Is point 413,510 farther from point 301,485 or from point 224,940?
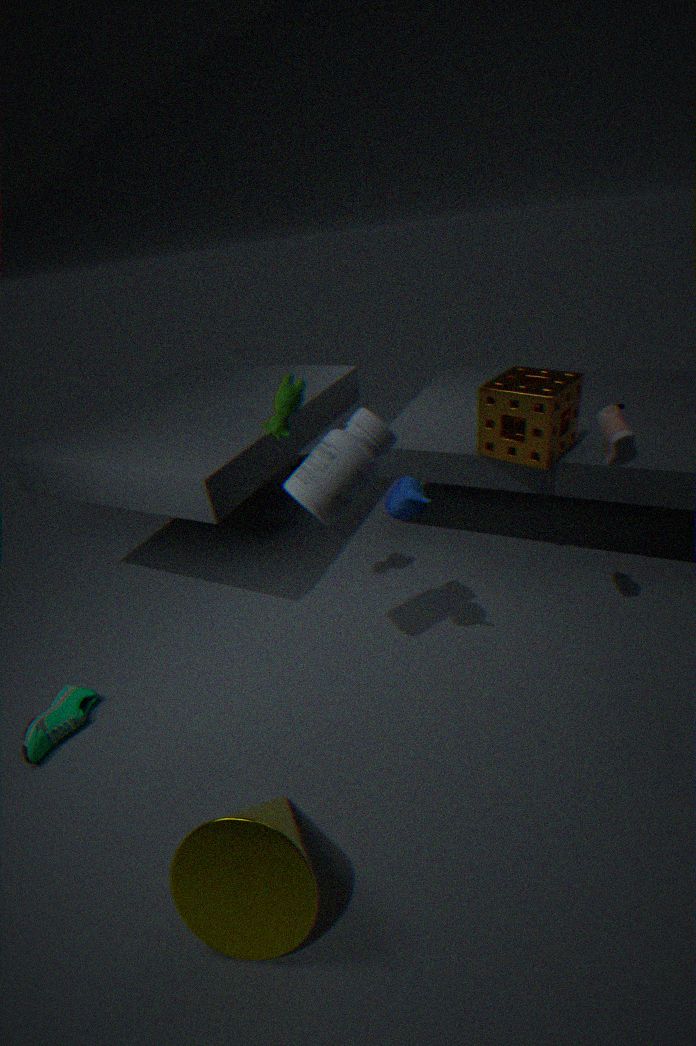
point 224,940
